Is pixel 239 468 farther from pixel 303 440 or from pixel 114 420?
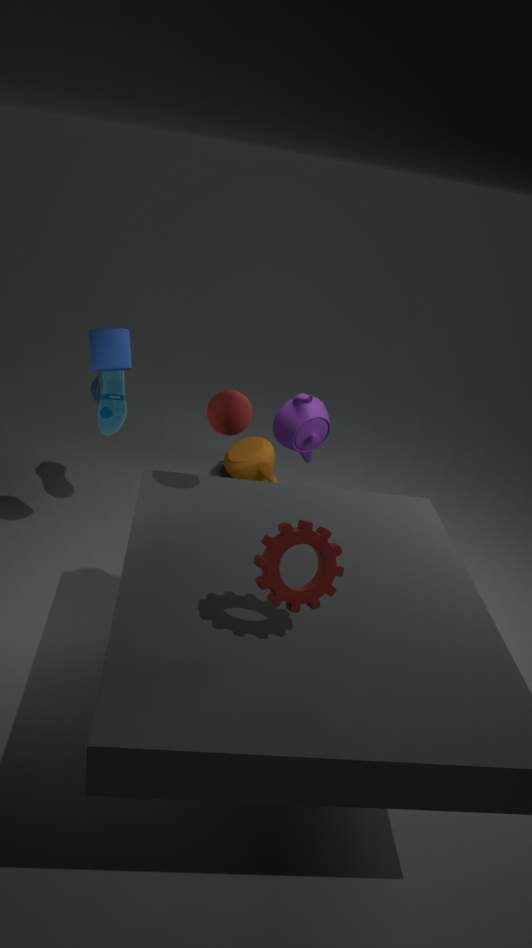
pixel 114 420
